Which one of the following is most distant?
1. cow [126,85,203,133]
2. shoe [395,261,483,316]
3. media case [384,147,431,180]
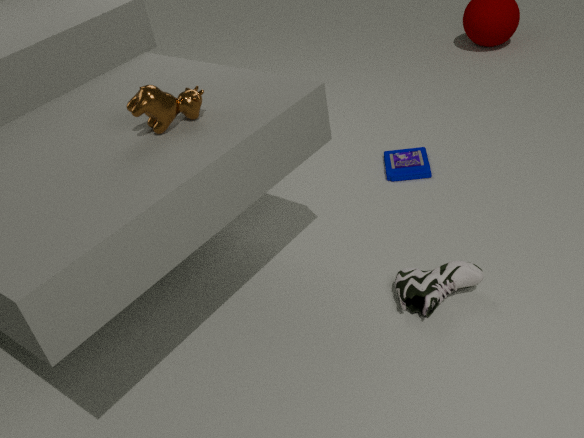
media case [384,147,431,180]
